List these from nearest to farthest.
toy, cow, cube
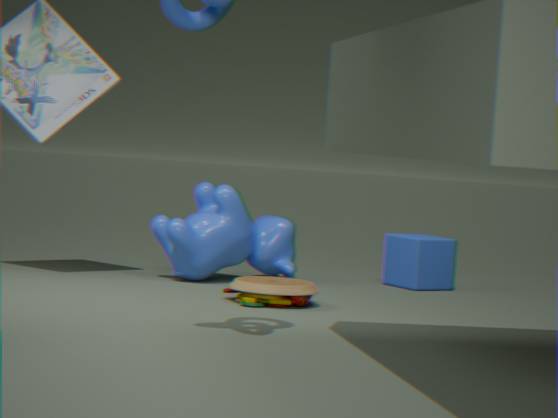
1. toy
2. cow
3. cube
